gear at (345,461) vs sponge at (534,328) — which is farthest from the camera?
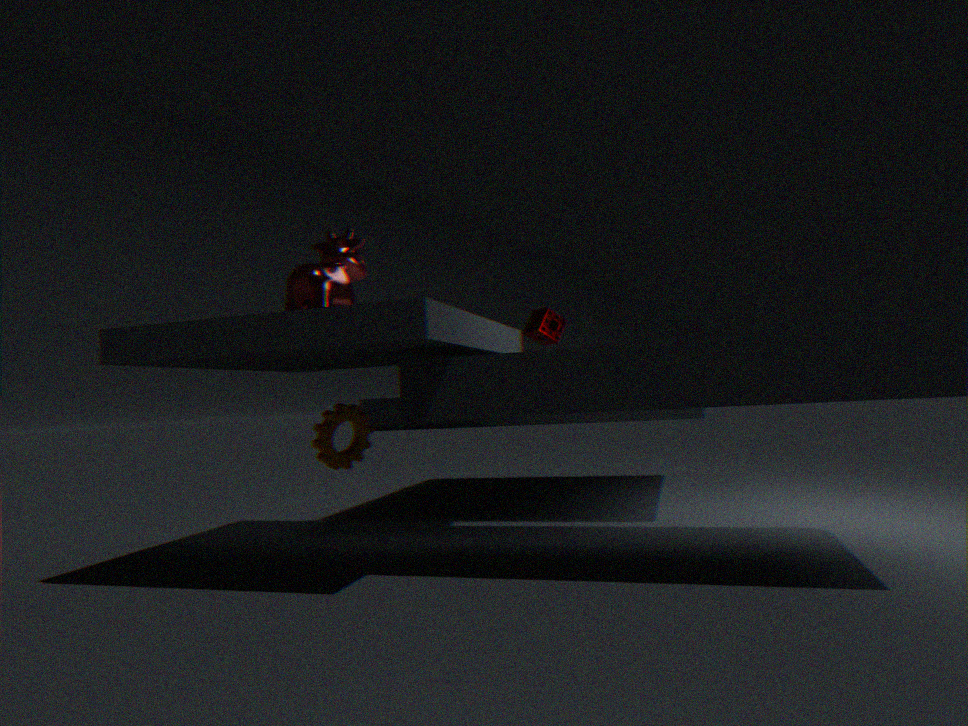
sponge at (534,328)
